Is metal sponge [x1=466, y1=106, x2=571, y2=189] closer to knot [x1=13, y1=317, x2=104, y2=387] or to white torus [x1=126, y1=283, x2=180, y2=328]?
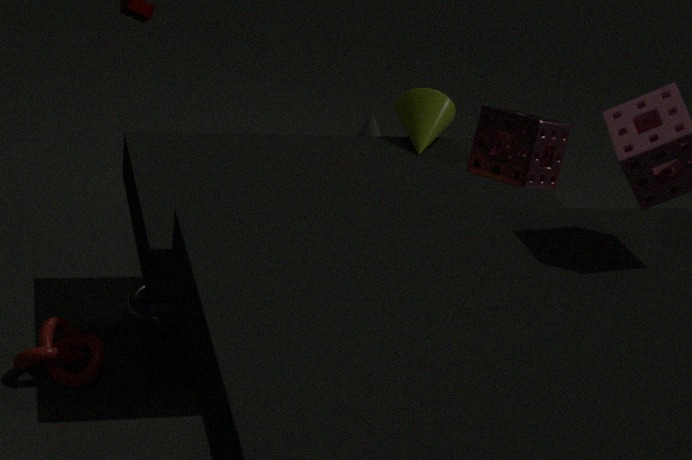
white torus [x1=126, y1=283, x2=180, y2=328]
